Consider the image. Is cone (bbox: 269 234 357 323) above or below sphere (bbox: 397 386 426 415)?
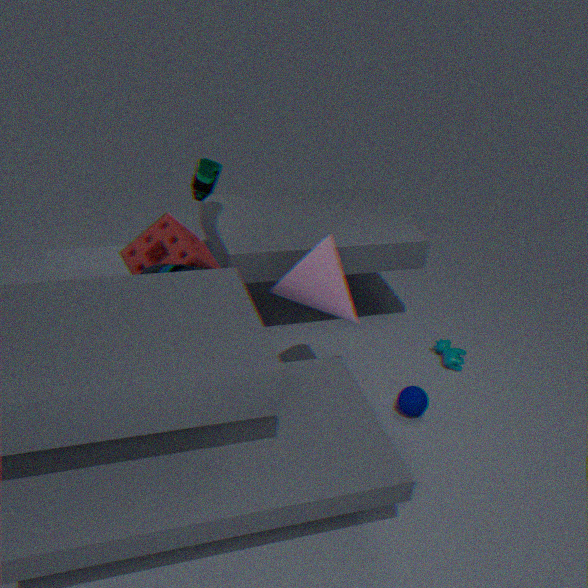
above
